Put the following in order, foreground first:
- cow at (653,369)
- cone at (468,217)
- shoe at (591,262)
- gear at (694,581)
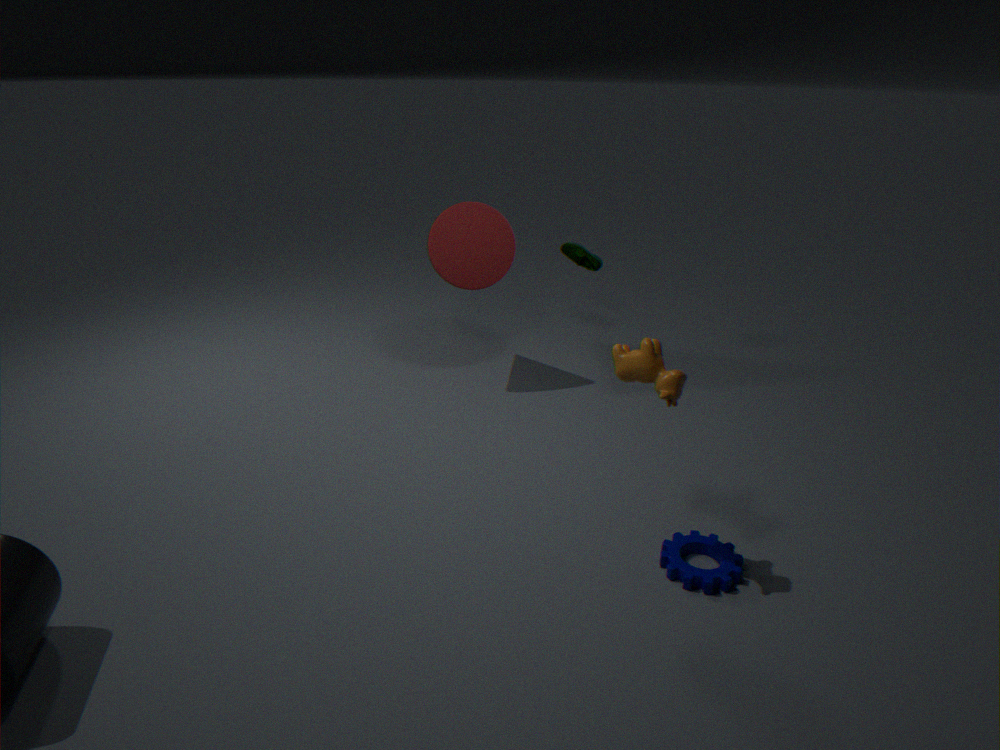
cow at (653,369)
gear at (694,581)
cone at (468,217)
shoe at (591,262)
